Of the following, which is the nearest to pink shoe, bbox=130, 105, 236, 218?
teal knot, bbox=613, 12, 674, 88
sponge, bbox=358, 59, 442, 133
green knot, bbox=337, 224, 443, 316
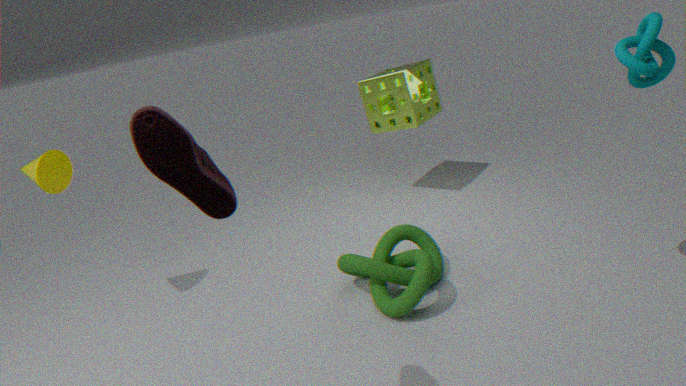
green knot, bbox=337, 224, 443, 316
